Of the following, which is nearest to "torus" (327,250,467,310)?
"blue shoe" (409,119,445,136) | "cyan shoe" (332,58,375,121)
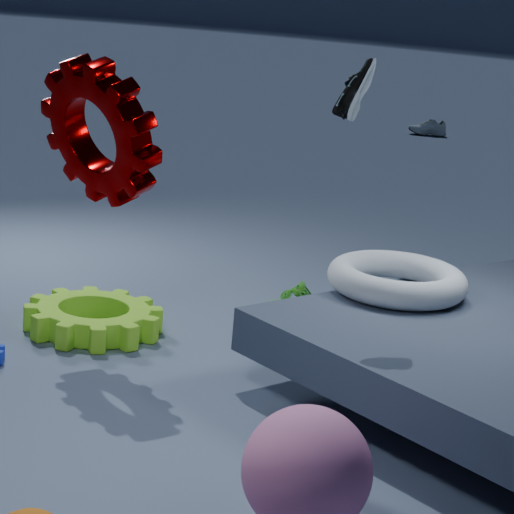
"cyan shoe" (332,58,375,121)
